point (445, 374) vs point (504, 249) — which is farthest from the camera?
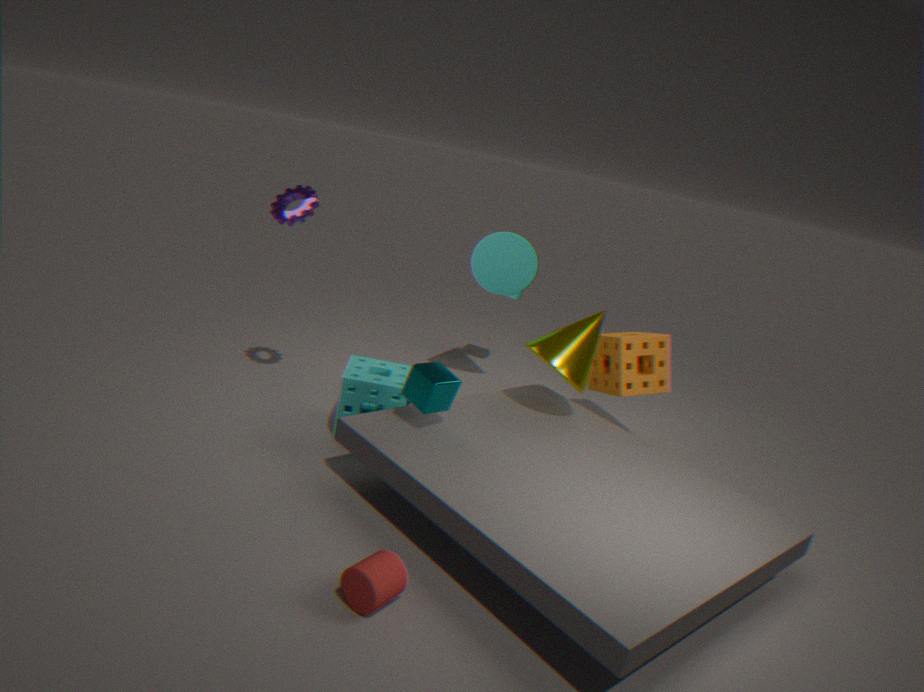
point (504, 249)
